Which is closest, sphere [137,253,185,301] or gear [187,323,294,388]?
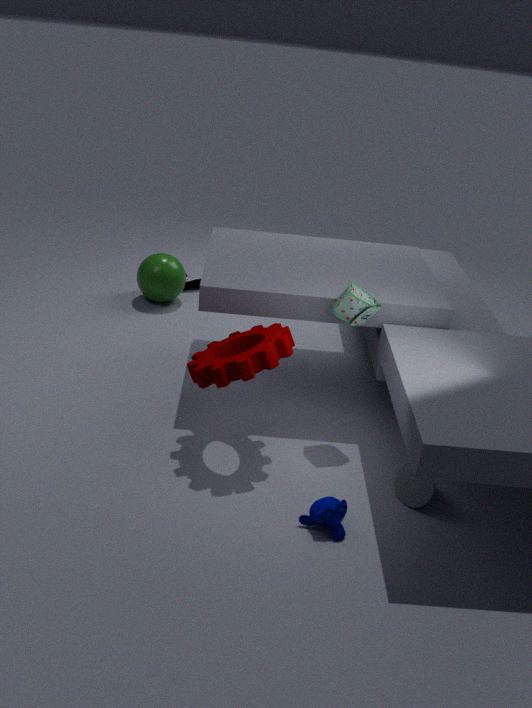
gear [187,323,294,388]
